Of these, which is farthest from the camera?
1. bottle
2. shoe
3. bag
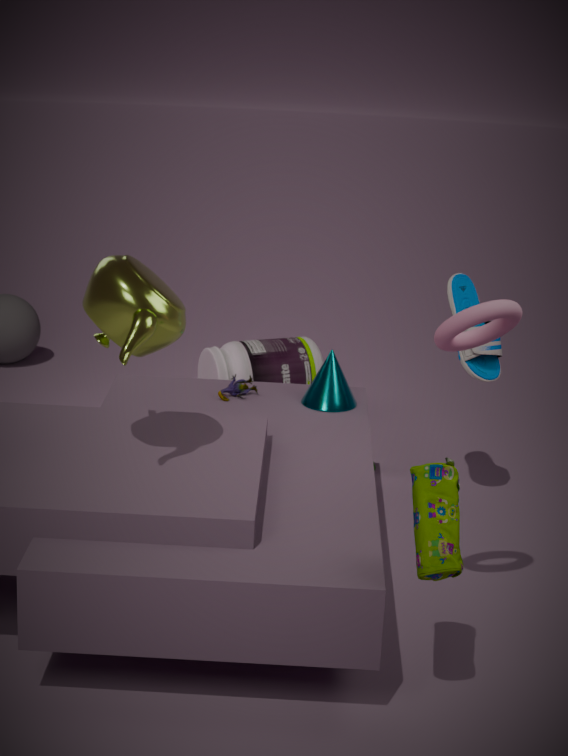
bottle
